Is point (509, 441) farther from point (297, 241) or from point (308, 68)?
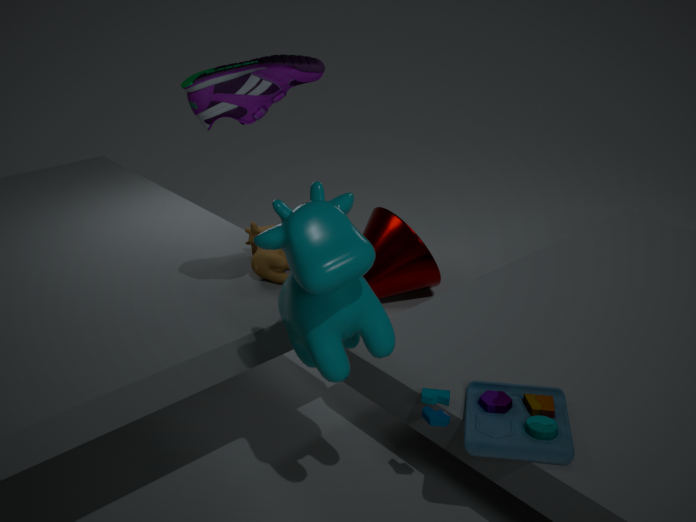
point (308, 68)
